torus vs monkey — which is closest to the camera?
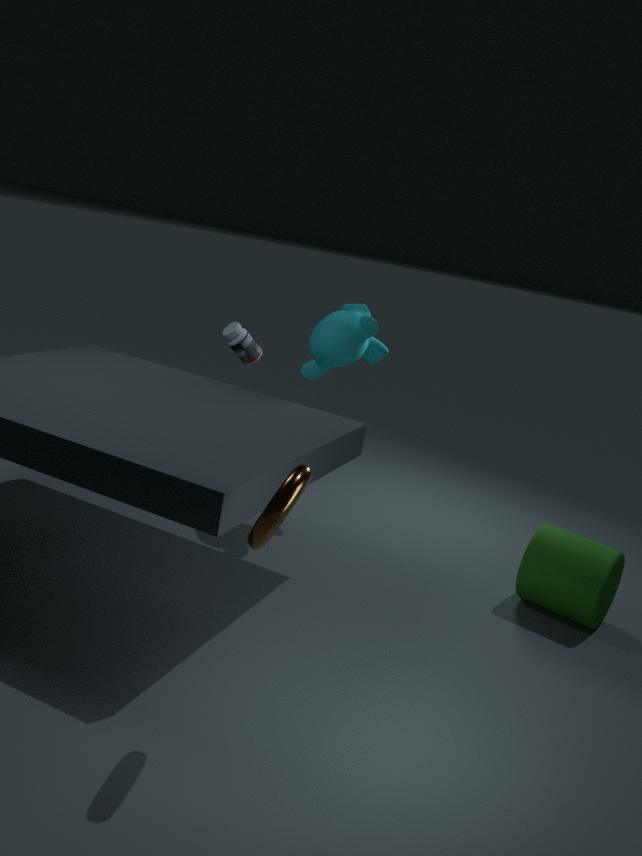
torus
